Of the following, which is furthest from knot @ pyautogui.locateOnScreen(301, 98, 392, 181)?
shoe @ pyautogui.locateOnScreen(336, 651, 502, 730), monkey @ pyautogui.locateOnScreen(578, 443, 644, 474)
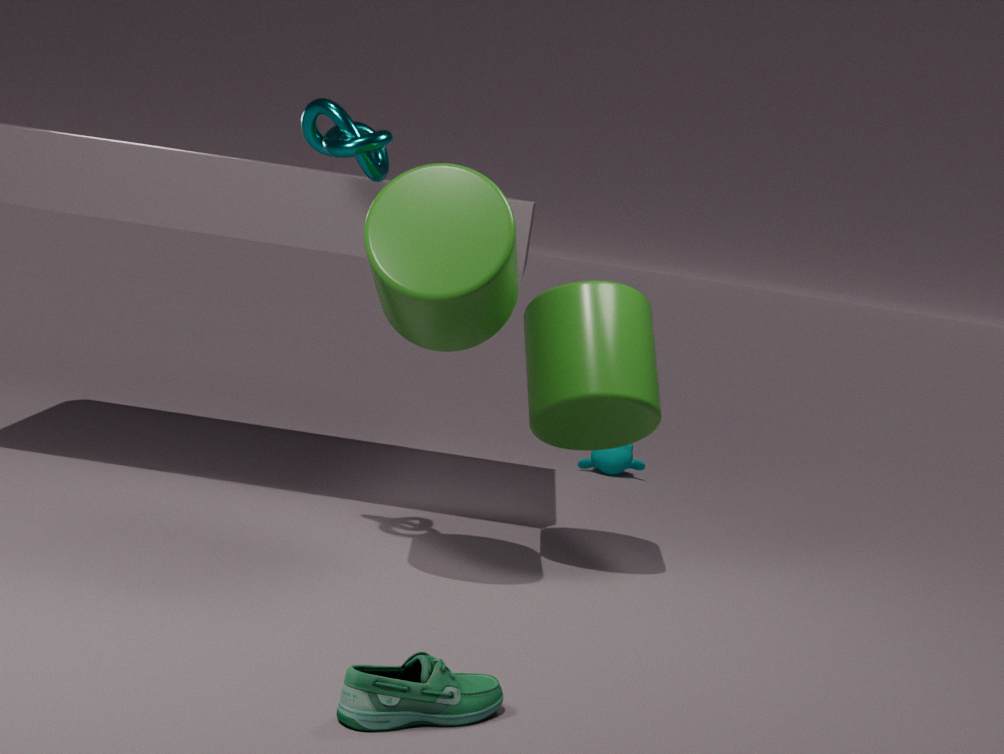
monkey @ pyautogui.locateOnScreen(578, 443, 644, 474)
